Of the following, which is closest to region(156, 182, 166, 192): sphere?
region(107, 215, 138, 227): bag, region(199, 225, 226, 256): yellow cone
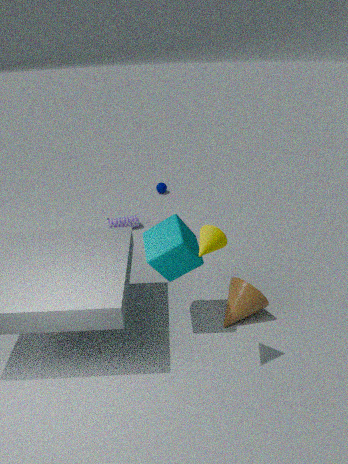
region(107, 215, 138, 227): bag
